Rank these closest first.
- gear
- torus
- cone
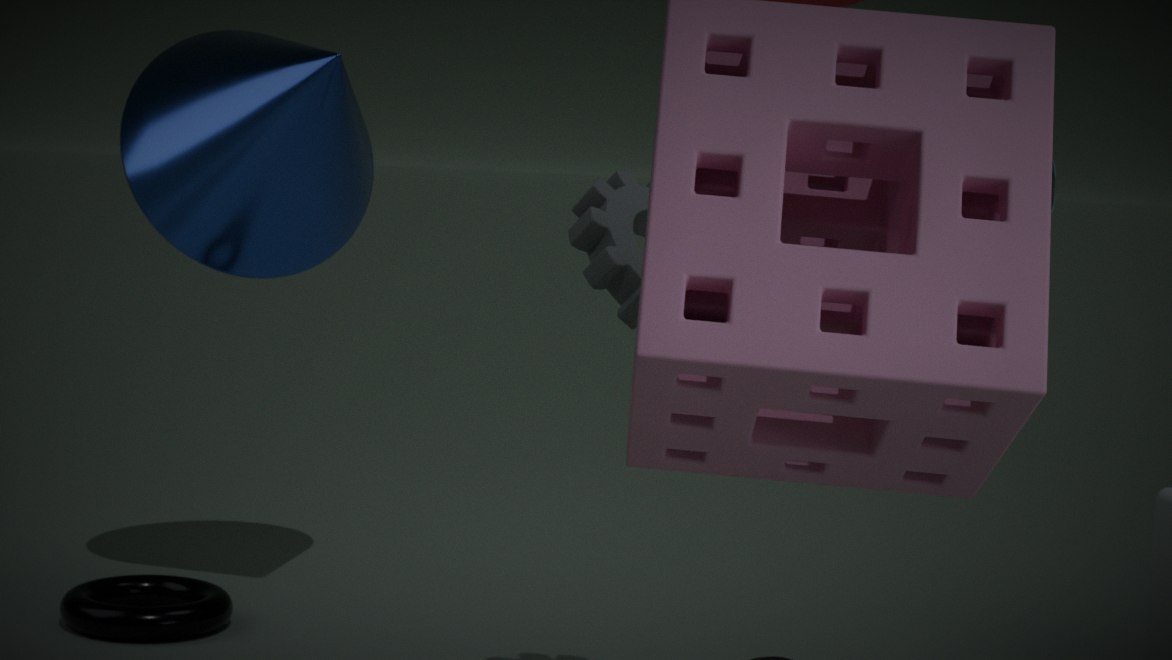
1. gear
2. cone
3. torus
